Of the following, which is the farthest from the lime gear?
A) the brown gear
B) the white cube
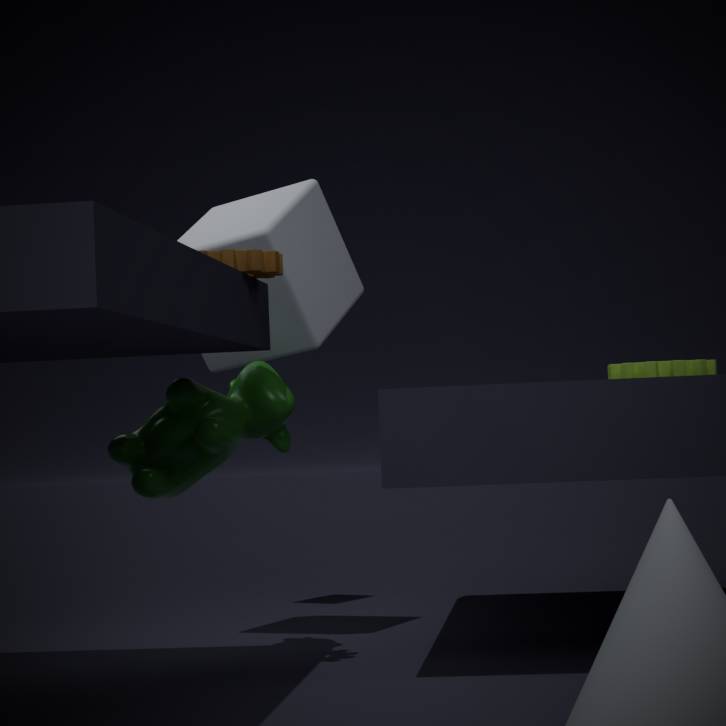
the brown gear
